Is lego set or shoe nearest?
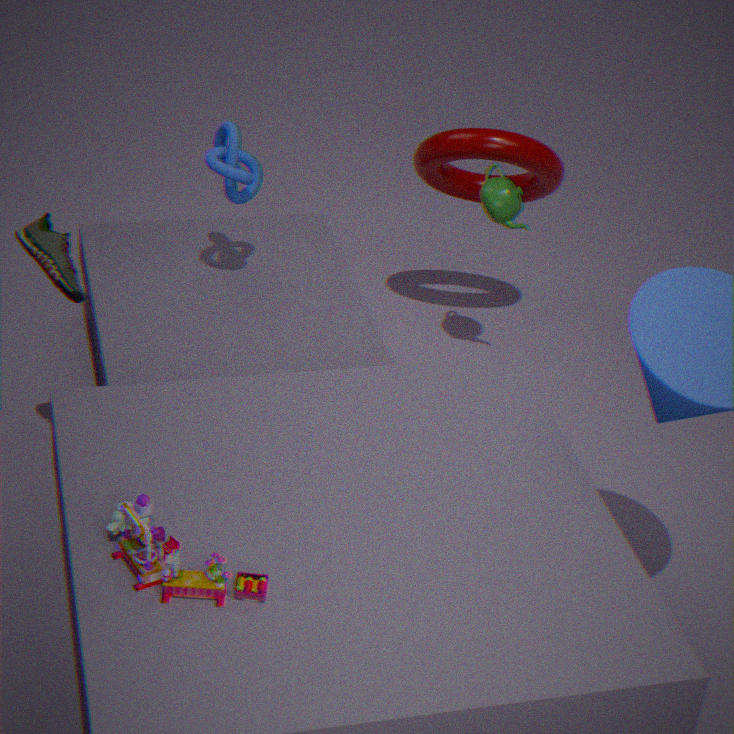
lego set
